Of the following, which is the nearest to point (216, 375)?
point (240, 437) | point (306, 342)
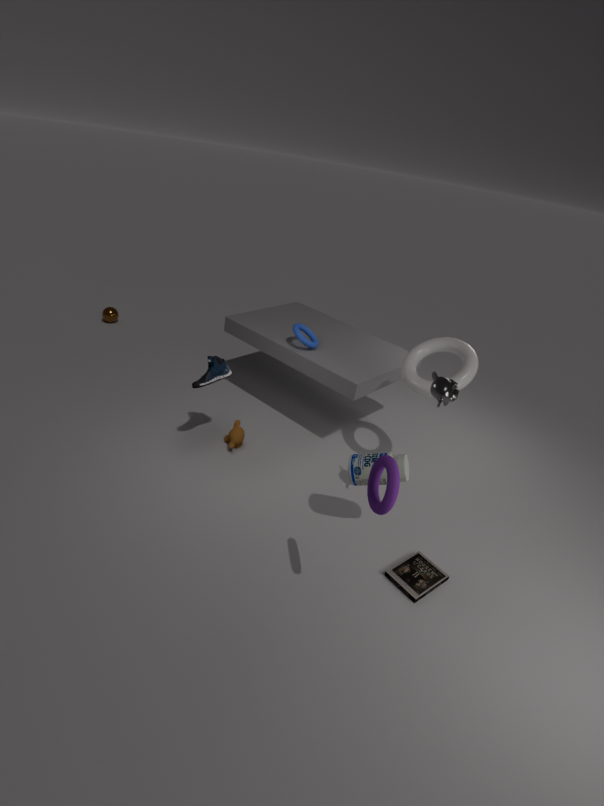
point (240, 437)
